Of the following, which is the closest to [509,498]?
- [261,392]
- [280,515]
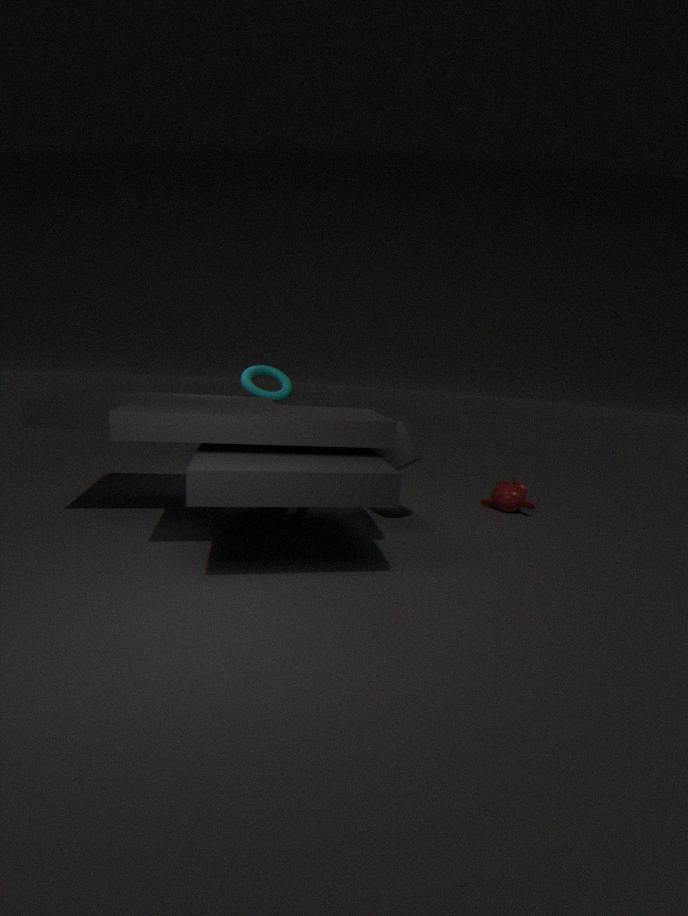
[280,515]
